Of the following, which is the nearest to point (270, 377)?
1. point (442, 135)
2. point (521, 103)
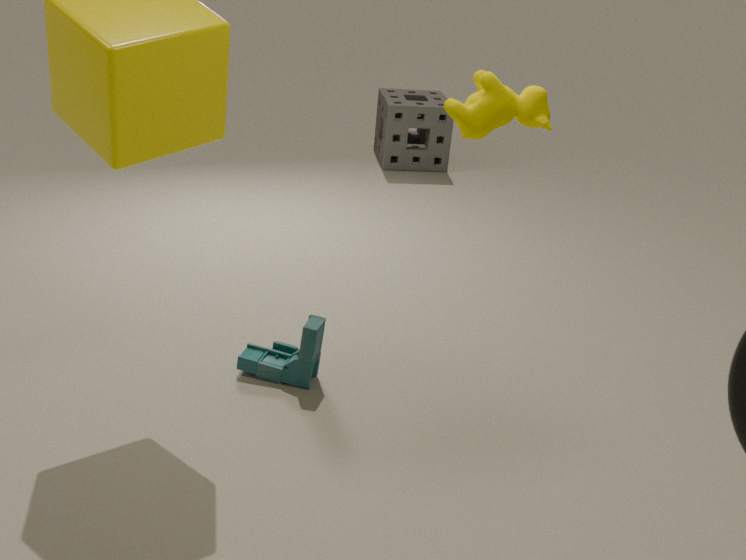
point (521, 103)
